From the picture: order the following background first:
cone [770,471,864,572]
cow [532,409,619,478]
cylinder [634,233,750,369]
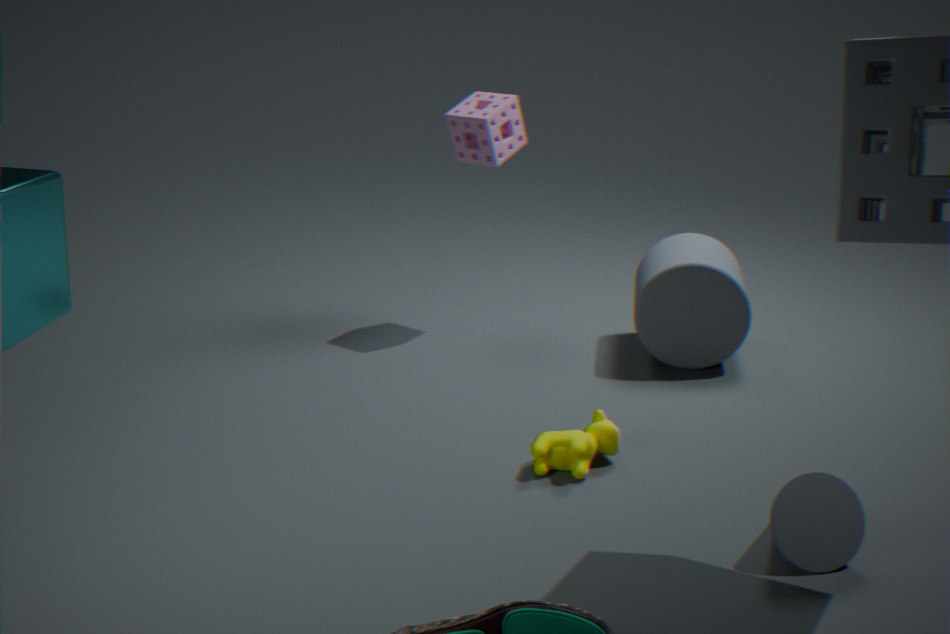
cylinder [634,233,750,369]
cow [532,409,619,478]
cone [770,471,864,572]
